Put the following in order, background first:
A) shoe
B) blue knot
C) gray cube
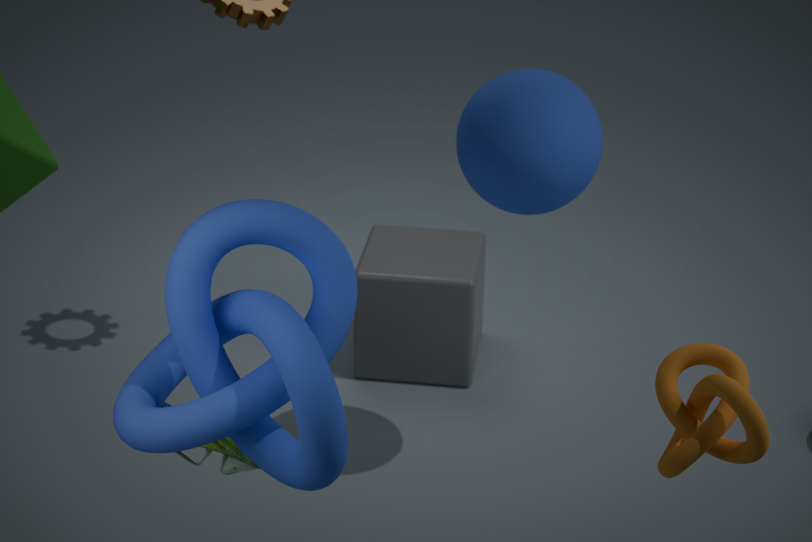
gray cube
shoe
blue knot
